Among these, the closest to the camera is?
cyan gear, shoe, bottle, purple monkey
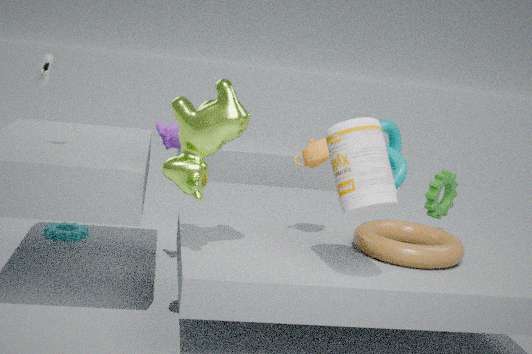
bottle
